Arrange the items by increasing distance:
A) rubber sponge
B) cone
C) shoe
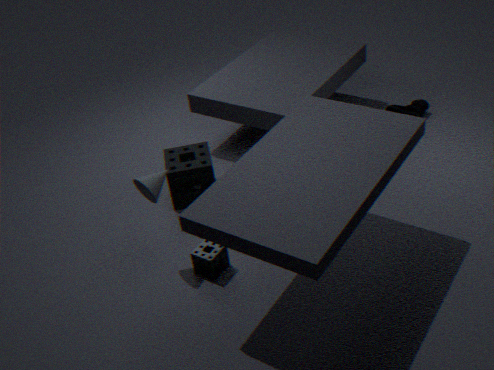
cone, rubber sponge, shoe
